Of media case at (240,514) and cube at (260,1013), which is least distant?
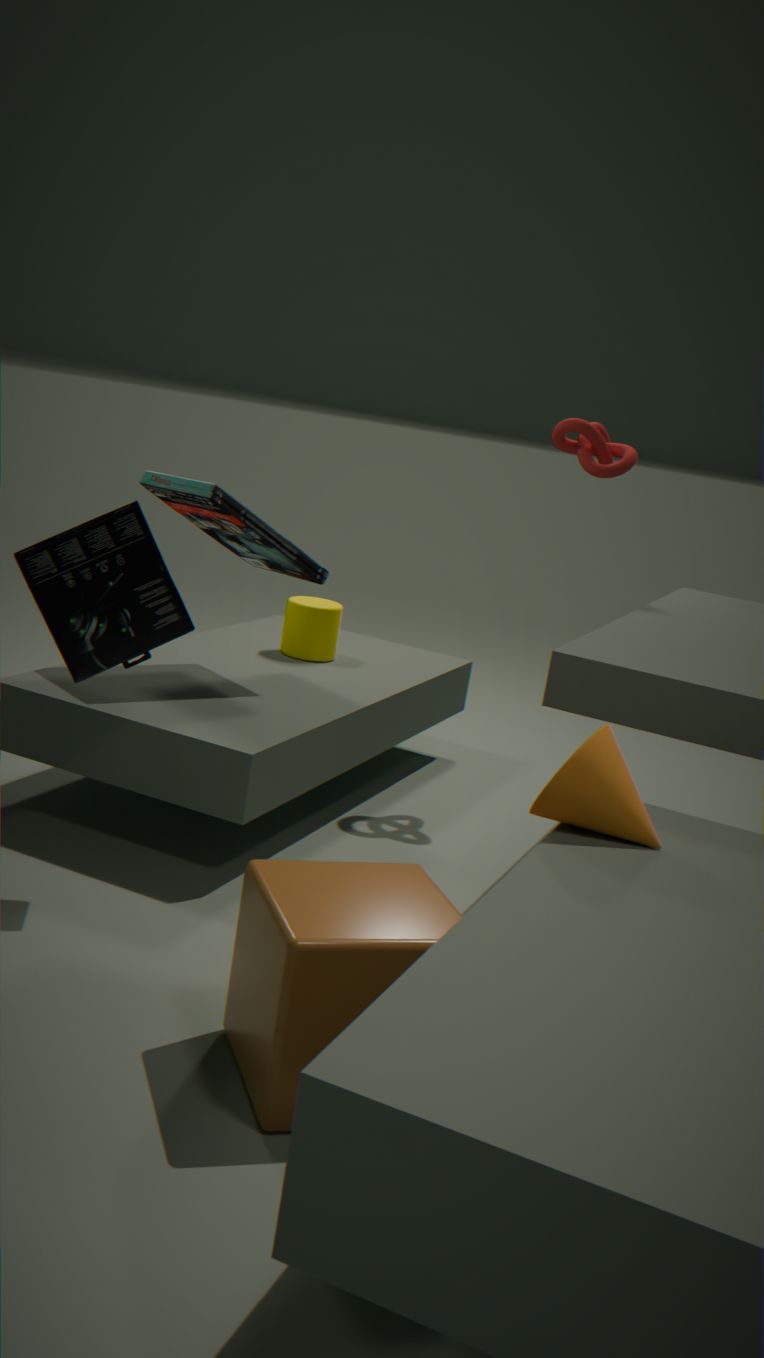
cube at (260,1013)
